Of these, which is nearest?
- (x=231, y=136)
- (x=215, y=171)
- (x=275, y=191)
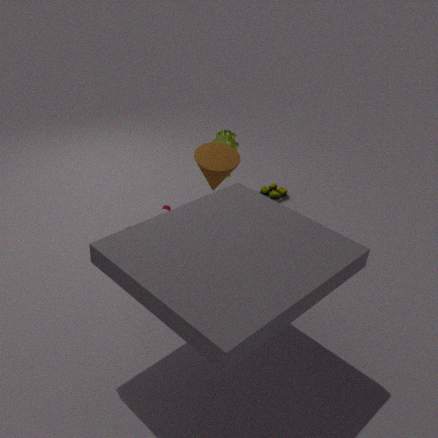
(x=215, y=171)
